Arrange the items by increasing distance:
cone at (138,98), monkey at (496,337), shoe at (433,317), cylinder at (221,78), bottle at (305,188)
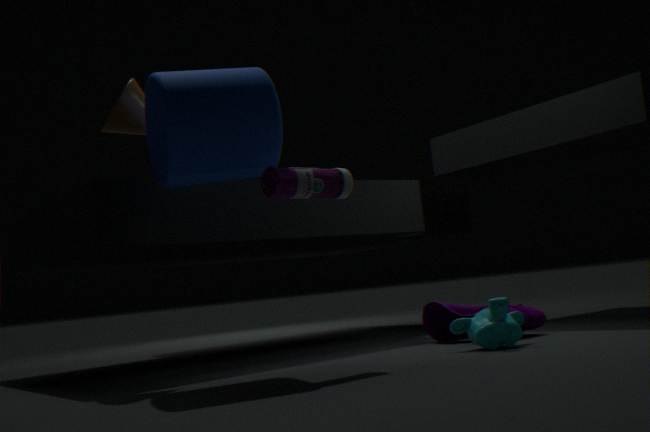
bottle at (305,188) < cylinder at (221,78) < monkey at (496,337) < cone at (138,98) < shoe at (433,317)
